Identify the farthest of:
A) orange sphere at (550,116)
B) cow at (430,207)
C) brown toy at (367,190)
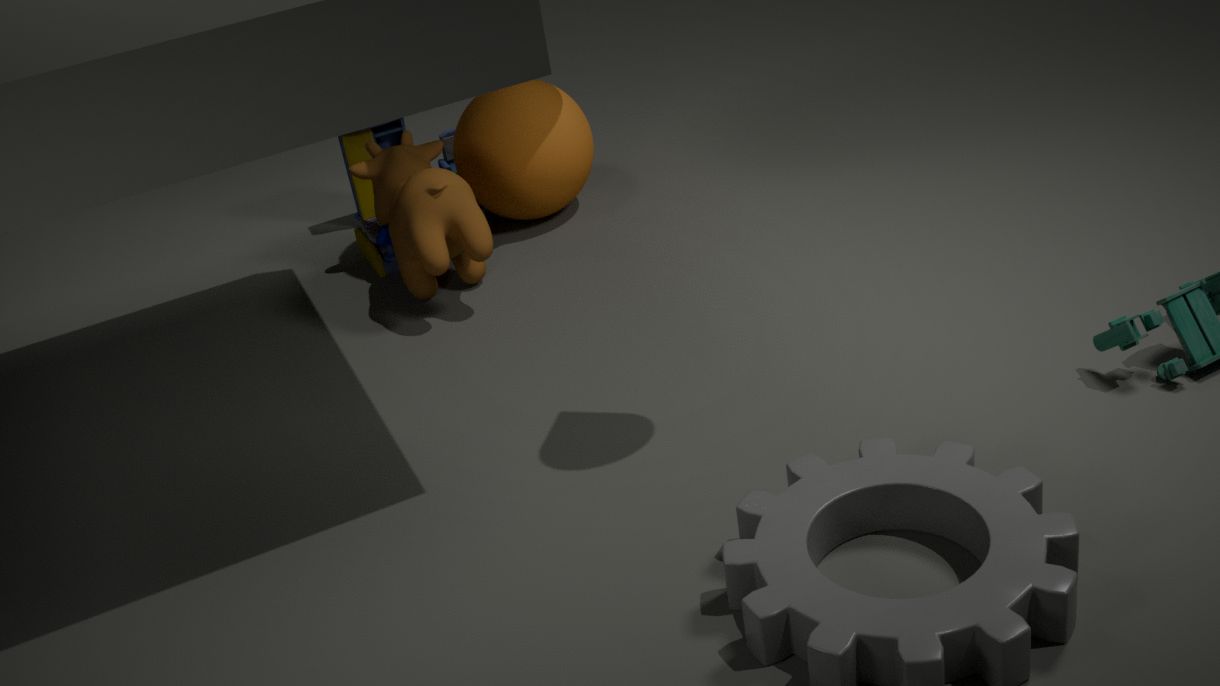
brown toy at (367,190)
